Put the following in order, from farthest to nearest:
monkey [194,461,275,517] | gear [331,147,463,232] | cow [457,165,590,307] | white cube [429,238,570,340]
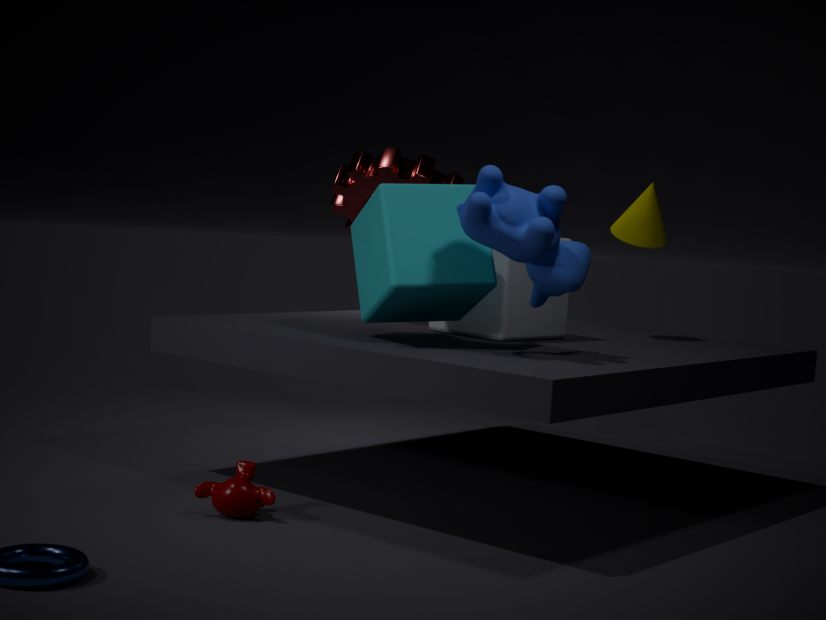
gear [331,147,463,232], white cube [429,238,570,340], monkey [194,461,275,517], cow [457,165,590,307]
